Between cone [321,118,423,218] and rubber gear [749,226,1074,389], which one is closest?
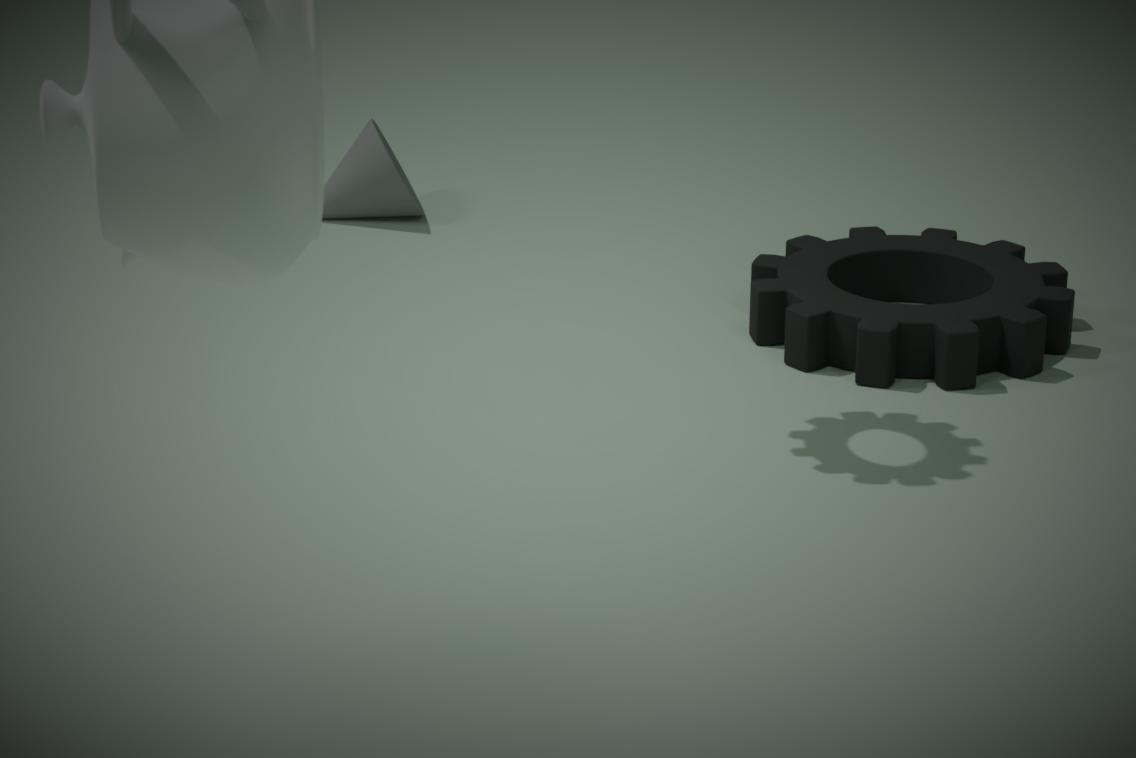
rubber gear [749,226,1074,389]
